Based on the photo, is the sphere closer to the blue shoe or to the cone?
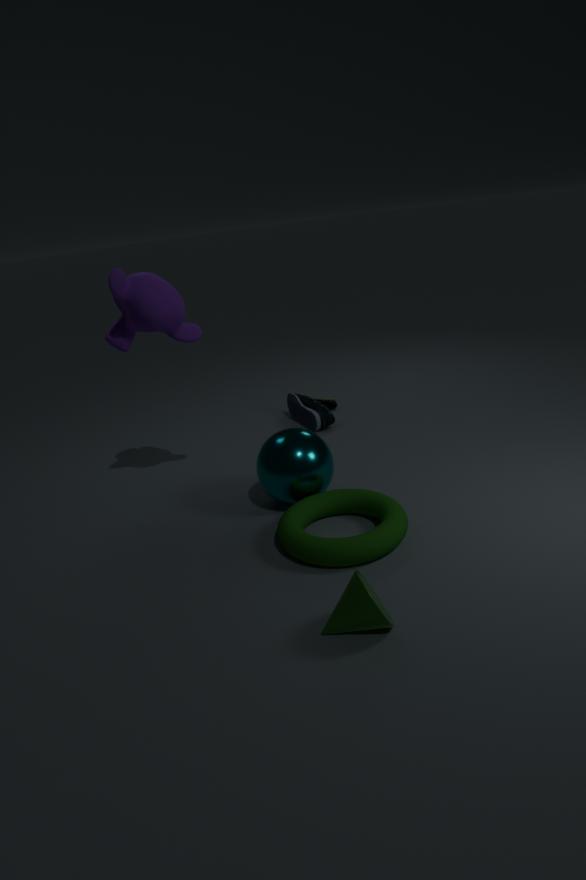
the blue shoe
